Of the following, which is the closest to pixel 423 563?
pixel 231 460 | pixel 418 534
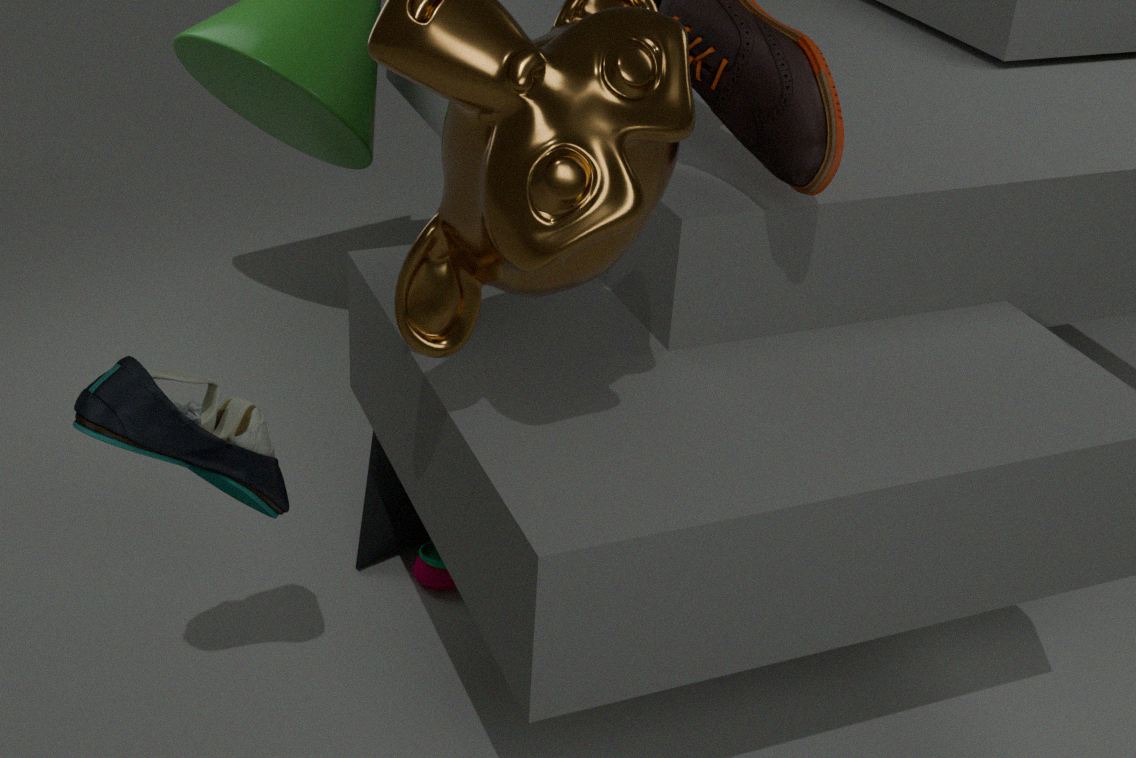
pixel 418 534
